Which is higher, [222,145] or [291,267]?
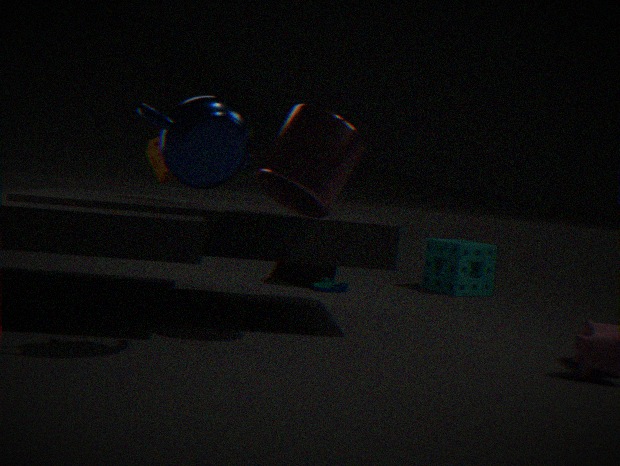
[222,145]
